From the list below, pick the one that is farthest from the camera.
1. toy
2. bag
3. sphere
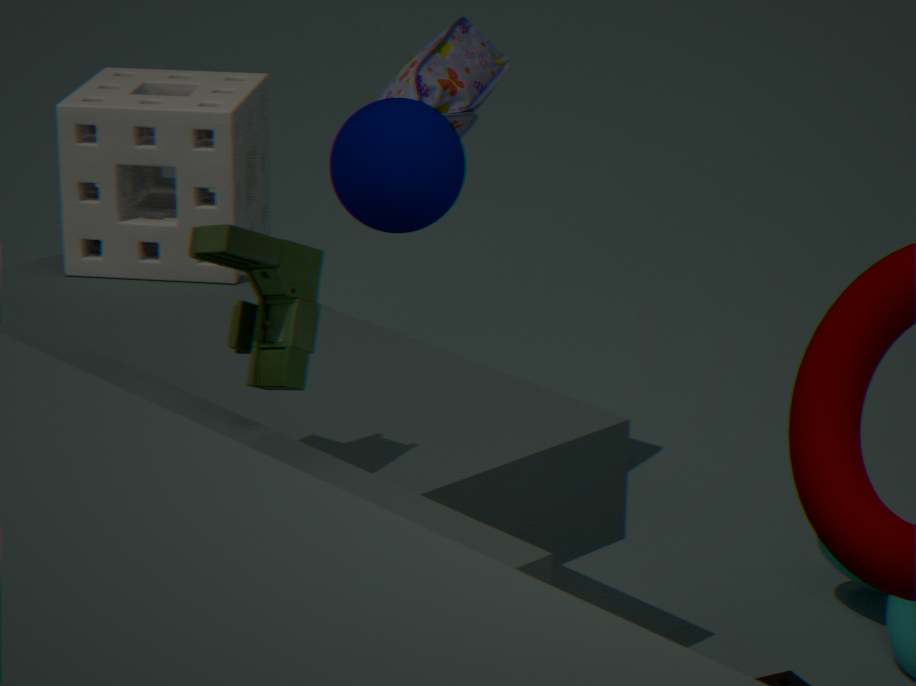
bag
